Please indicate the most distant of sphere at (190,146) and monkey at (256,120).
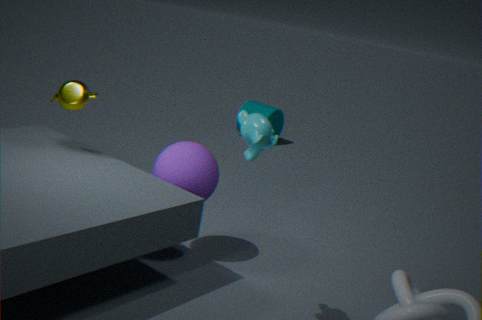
sphere at (190,146)
